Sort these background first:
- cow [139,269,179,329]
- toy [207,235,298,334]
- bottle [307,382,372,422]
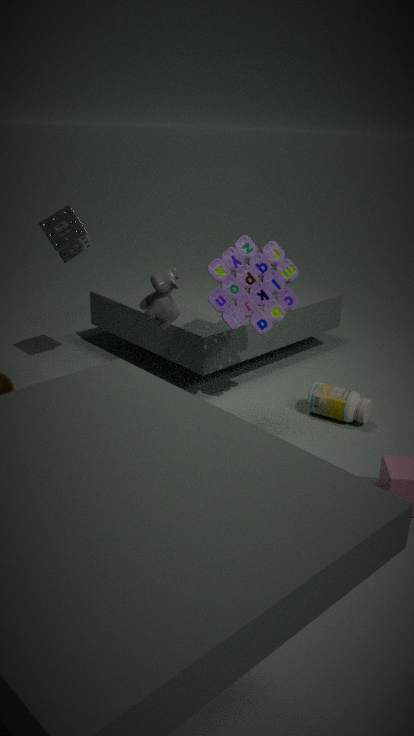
bottle [307,382,372,422], toy [207,235,298,334], cow [139,269,179,329]
